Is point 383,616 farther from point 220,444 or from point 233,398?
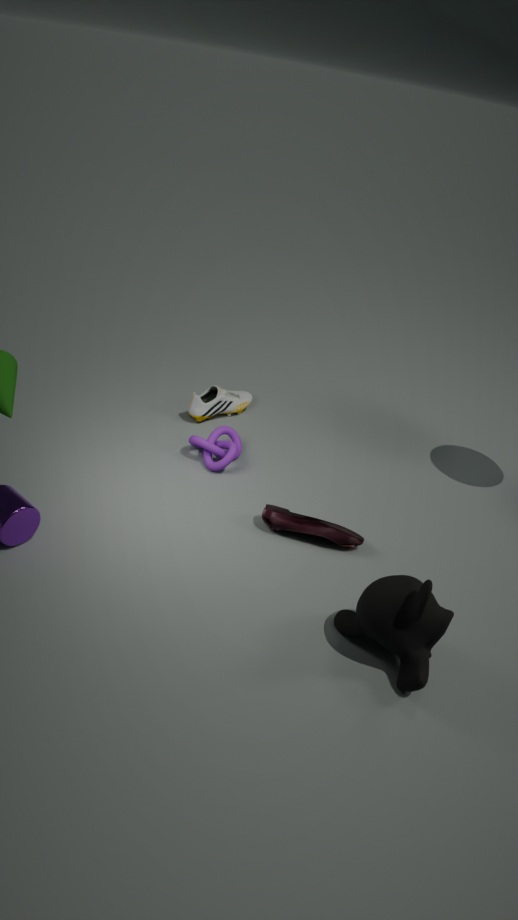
point 233,398
